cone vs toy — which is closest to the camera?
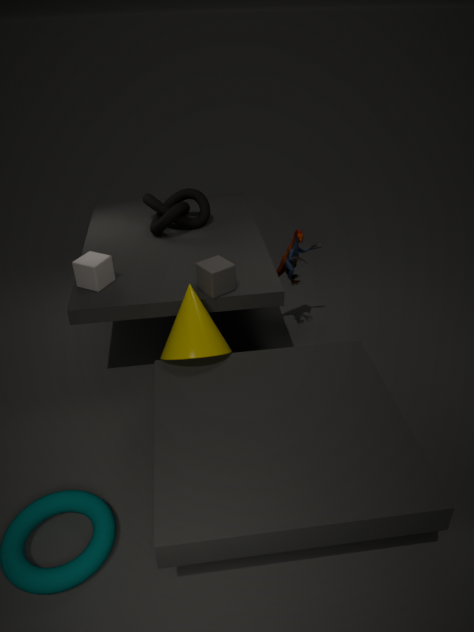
cone
